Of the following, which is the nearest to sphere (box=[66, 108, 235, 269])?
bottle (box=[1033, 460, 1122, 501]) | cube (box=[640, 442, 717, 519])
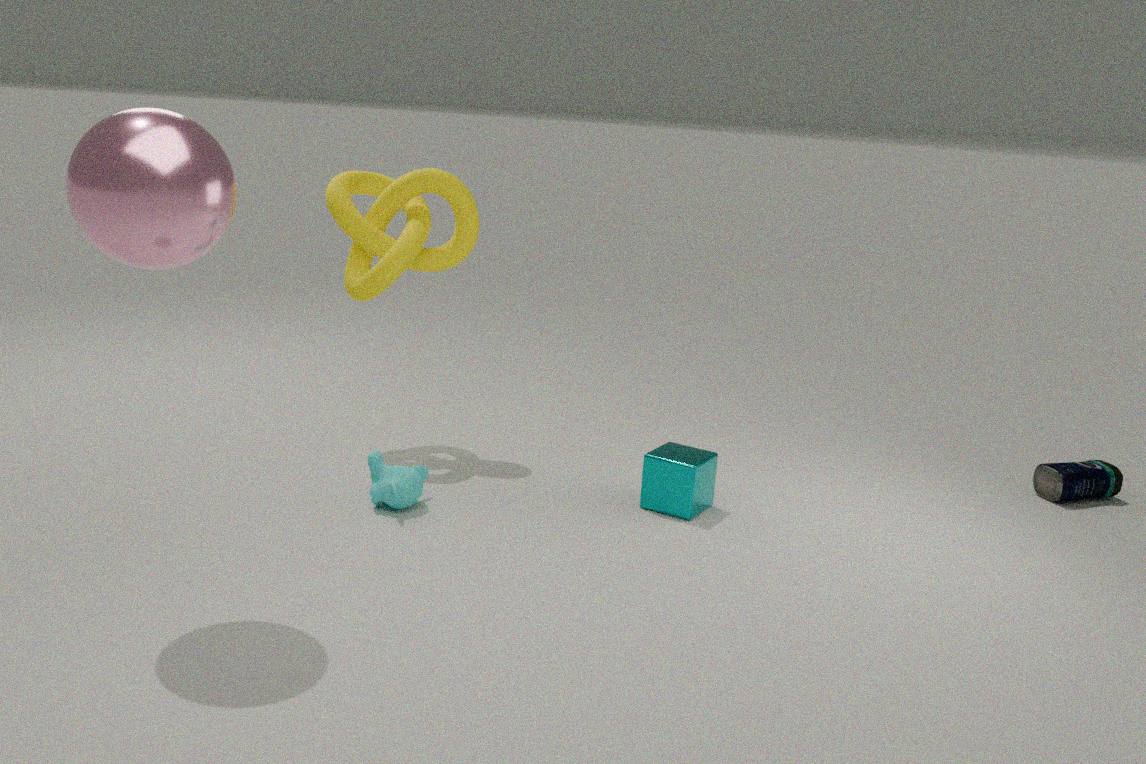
cube (box=[640, 442, 717, 519])
